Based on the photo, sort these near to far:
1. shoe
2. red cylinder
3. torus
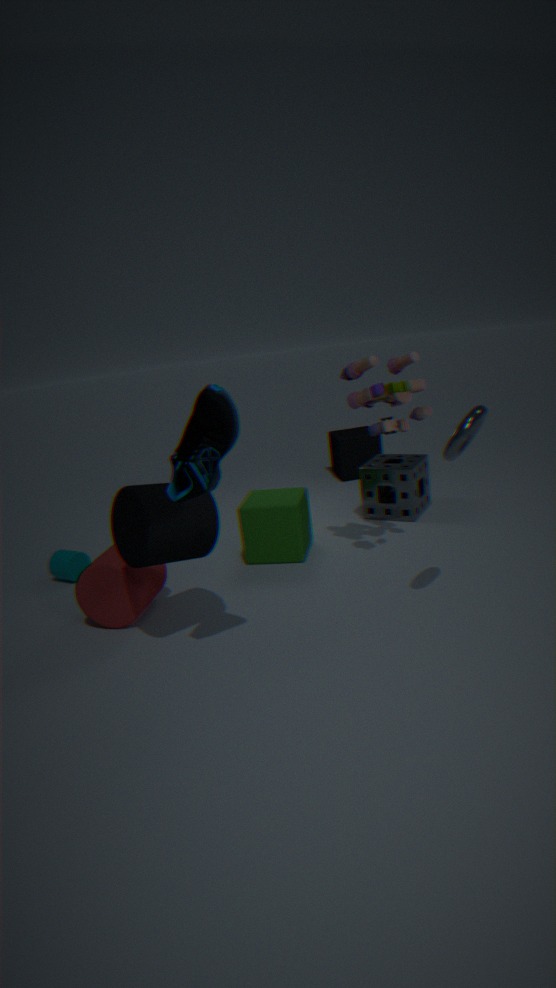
1. shoe
2. torus
3. red cylinder
